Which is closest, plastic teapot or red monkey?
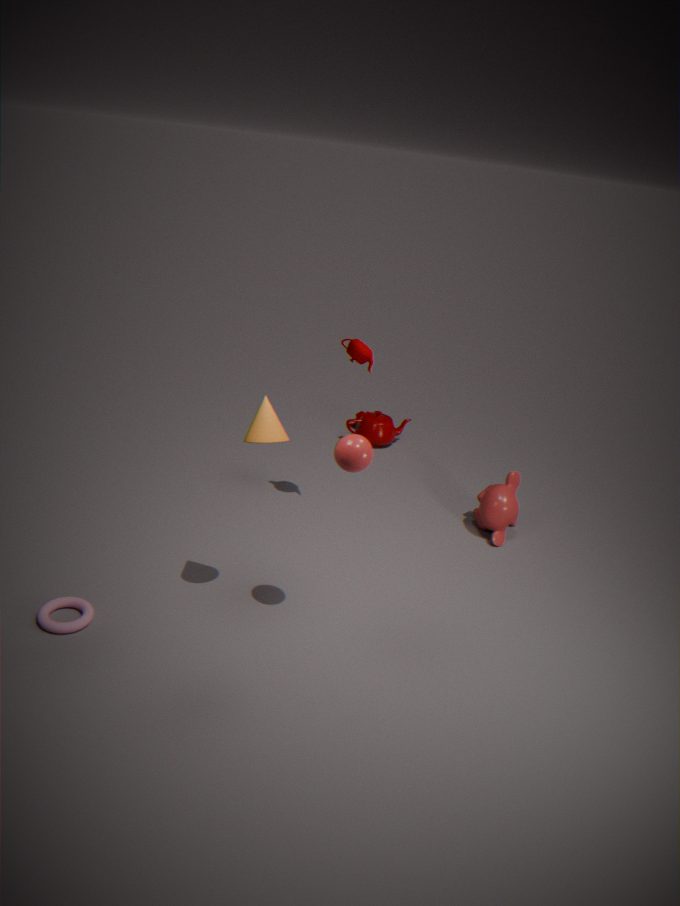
red monkey
